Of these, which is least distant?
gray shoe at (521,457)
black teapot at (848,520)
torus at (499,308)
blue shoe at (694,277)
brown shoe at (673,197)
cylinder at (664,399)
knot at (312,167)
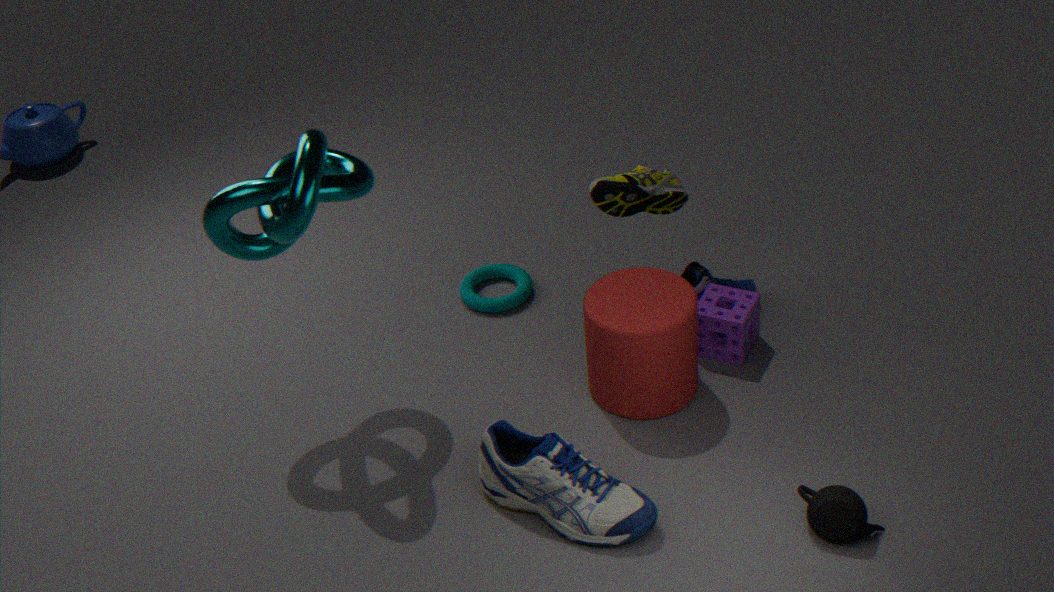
black teapot at (848,520)
